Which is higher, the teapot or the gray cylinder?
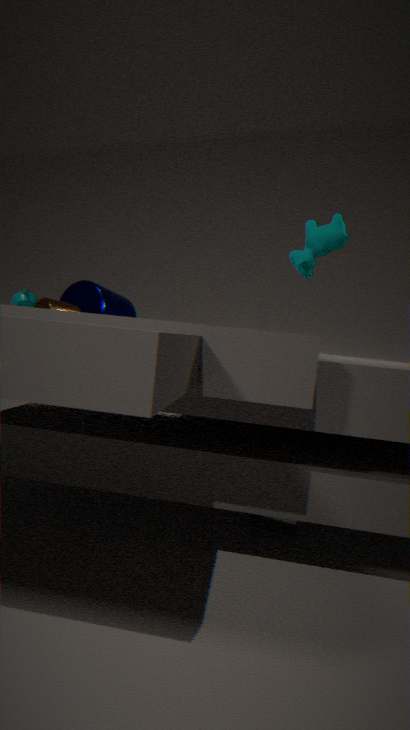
the teapot
